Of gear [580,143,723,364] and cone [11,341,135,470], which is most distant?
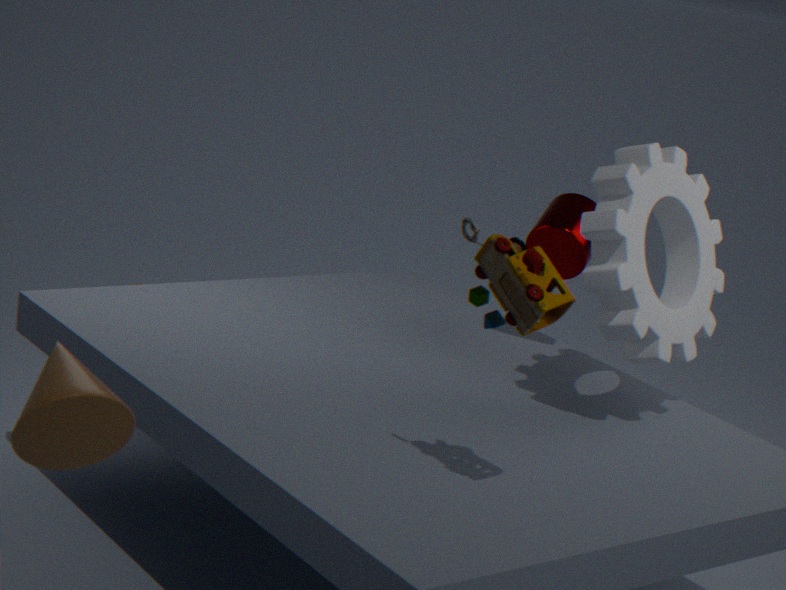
gear [580,143,723,364]
